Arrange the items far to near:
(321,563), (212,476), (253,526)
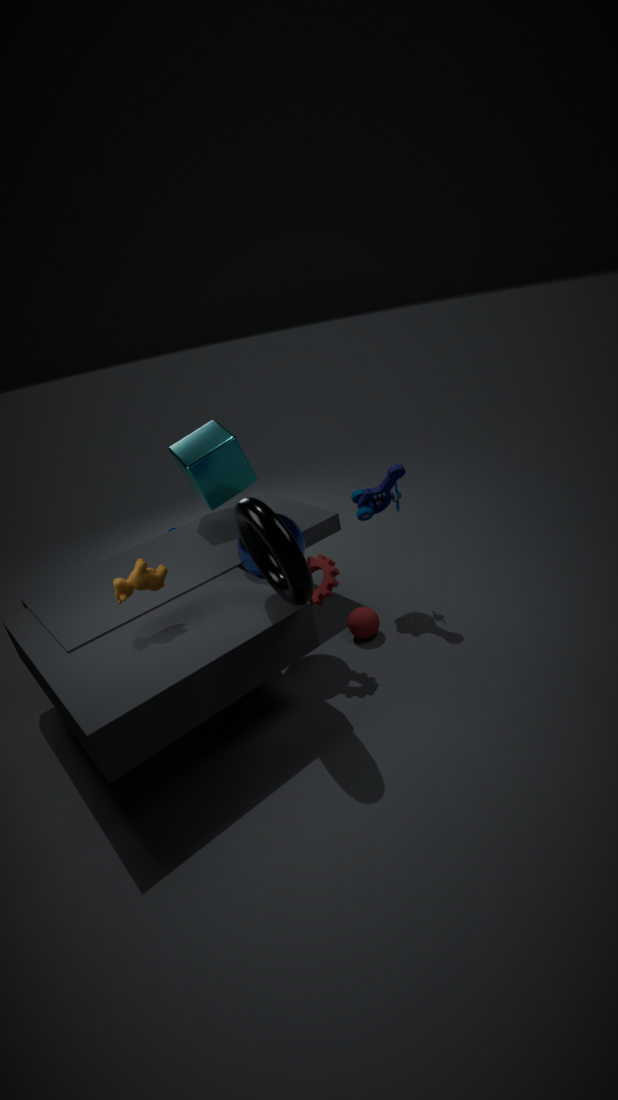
(212,476) → (321,563) → (253,526)
